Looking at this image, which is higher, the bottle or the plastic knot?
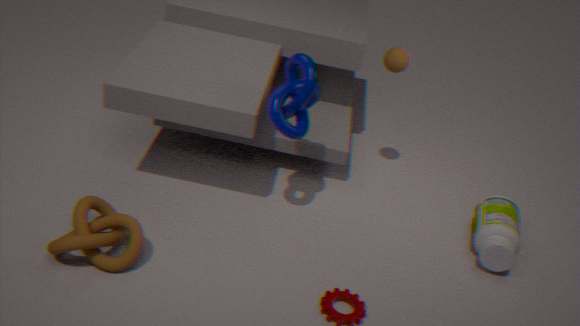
the plastic knot
